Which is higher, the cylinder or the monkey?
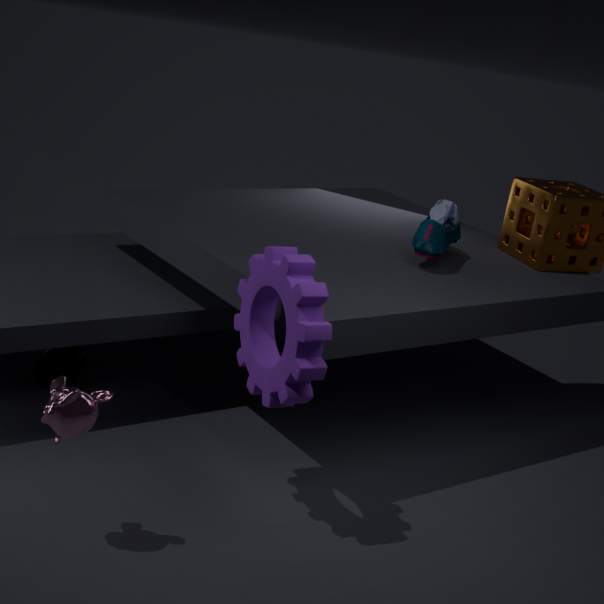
the monkey
